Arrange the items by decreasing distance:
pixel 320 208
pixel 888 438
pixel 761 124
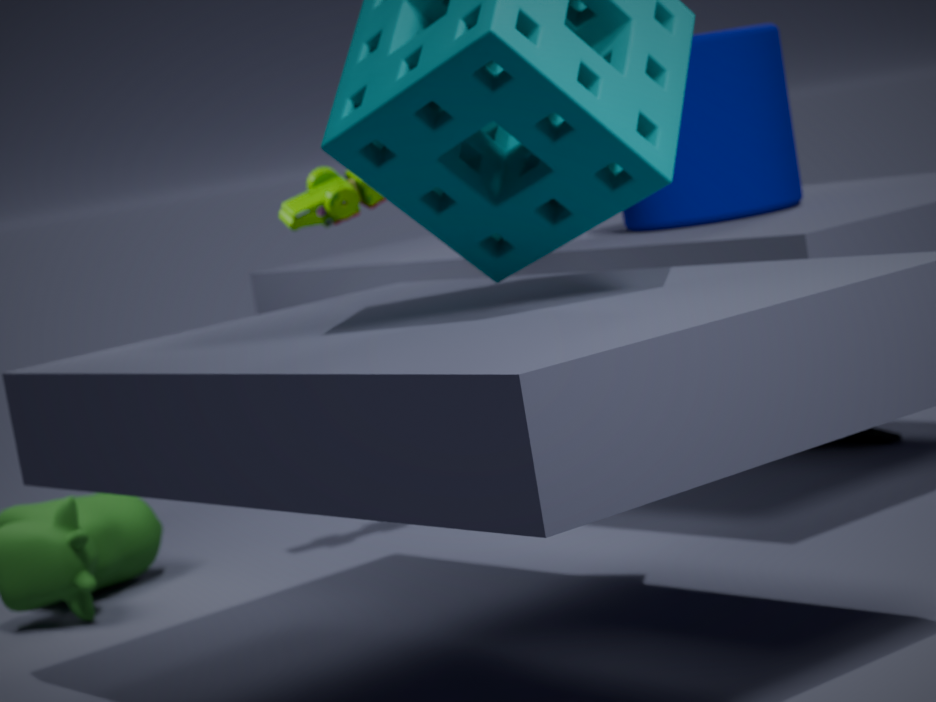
pixel 888 438
pixel 761 124
pixel 320 208
